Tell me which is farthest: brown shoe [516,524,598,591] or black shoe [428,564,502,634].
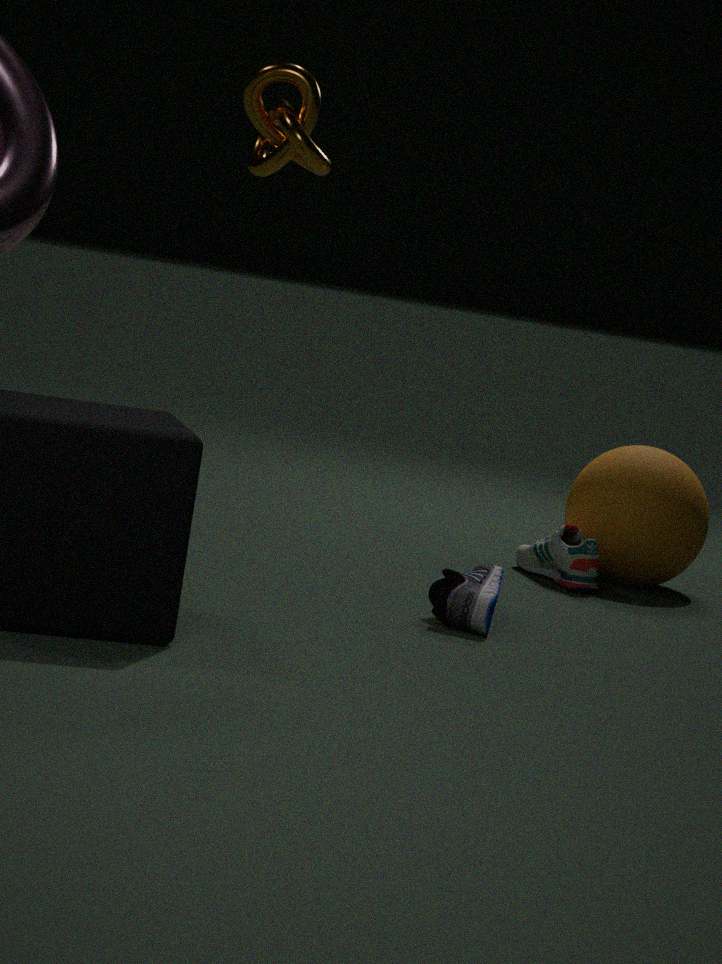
brown shoe [516,524,598,591]
